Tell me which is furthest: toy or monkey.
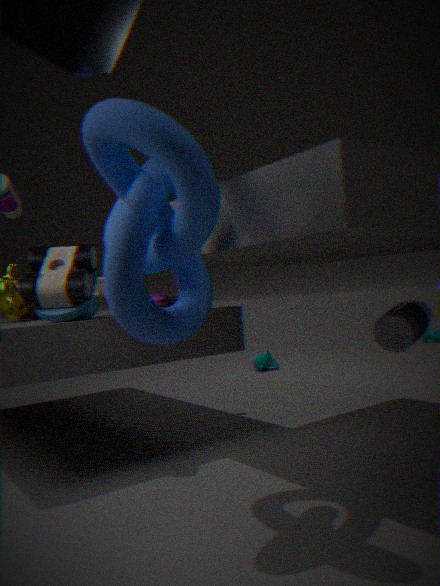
monkey
